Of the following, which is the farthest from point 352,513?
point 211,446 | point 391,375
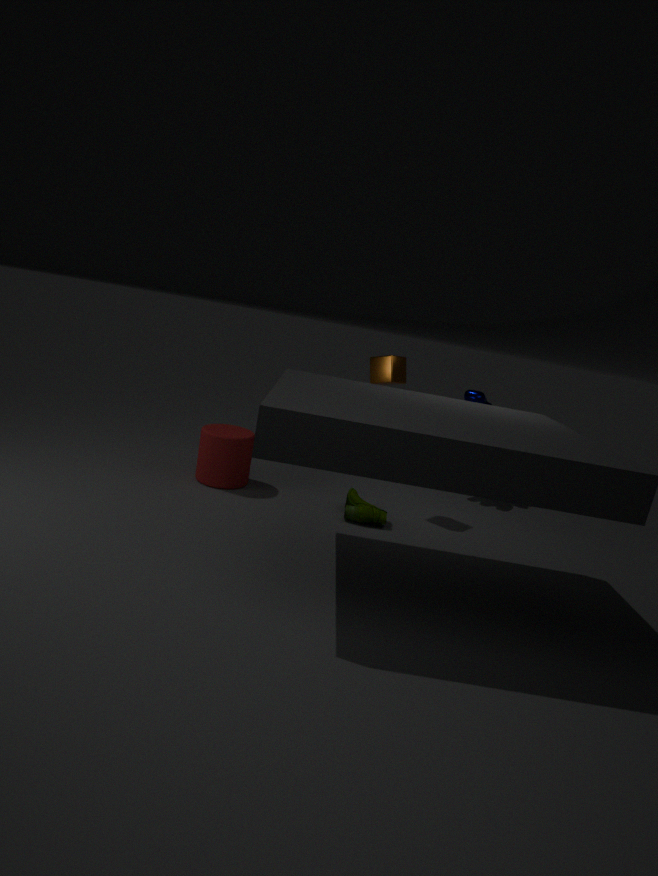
point 211,446
